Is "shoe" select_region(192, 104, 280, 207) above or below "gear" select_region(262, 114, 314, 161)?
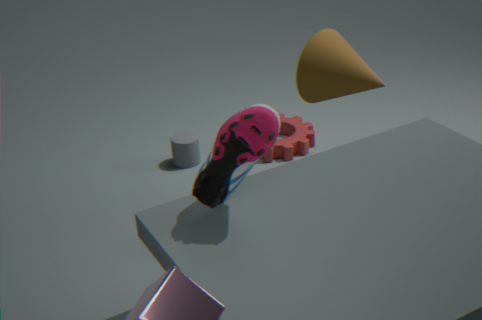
above
